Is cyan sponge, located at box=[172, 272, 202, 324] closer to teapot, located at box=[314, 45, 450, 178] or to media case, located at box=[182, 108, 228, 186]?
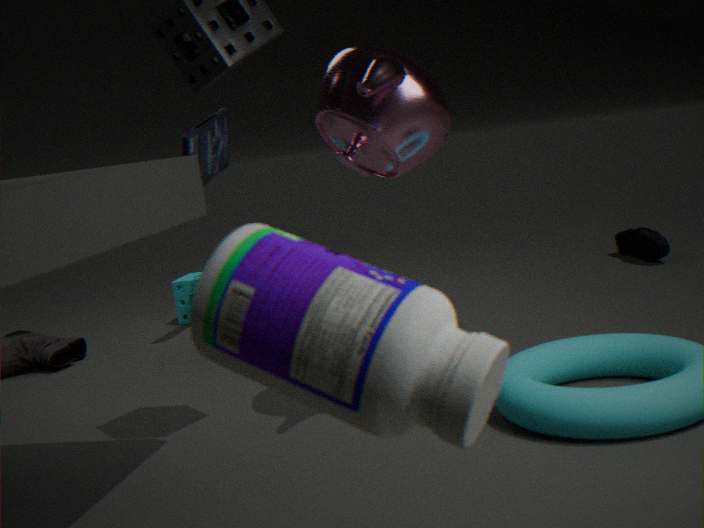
media case, located at box=[182, 108, 228, 186]
